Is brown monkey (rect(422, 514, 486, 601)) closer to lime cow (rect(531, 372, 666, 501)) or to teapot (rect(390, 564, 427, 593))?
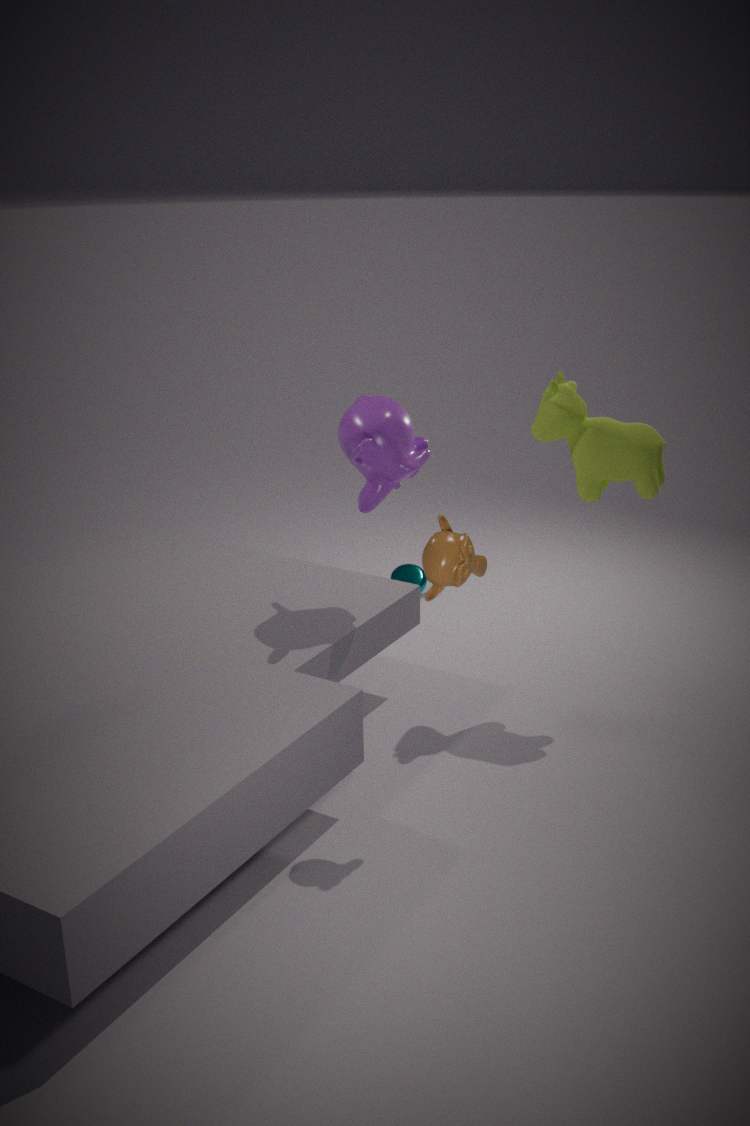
lime cow (rect(531, 372, 666, 501))
